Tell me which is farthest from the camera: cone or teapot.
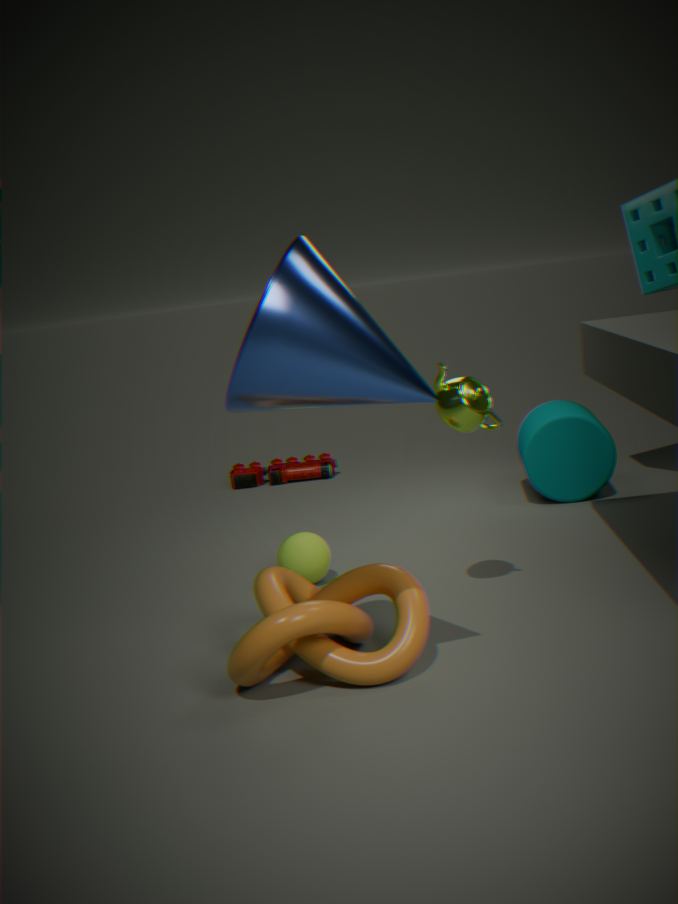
teapot
